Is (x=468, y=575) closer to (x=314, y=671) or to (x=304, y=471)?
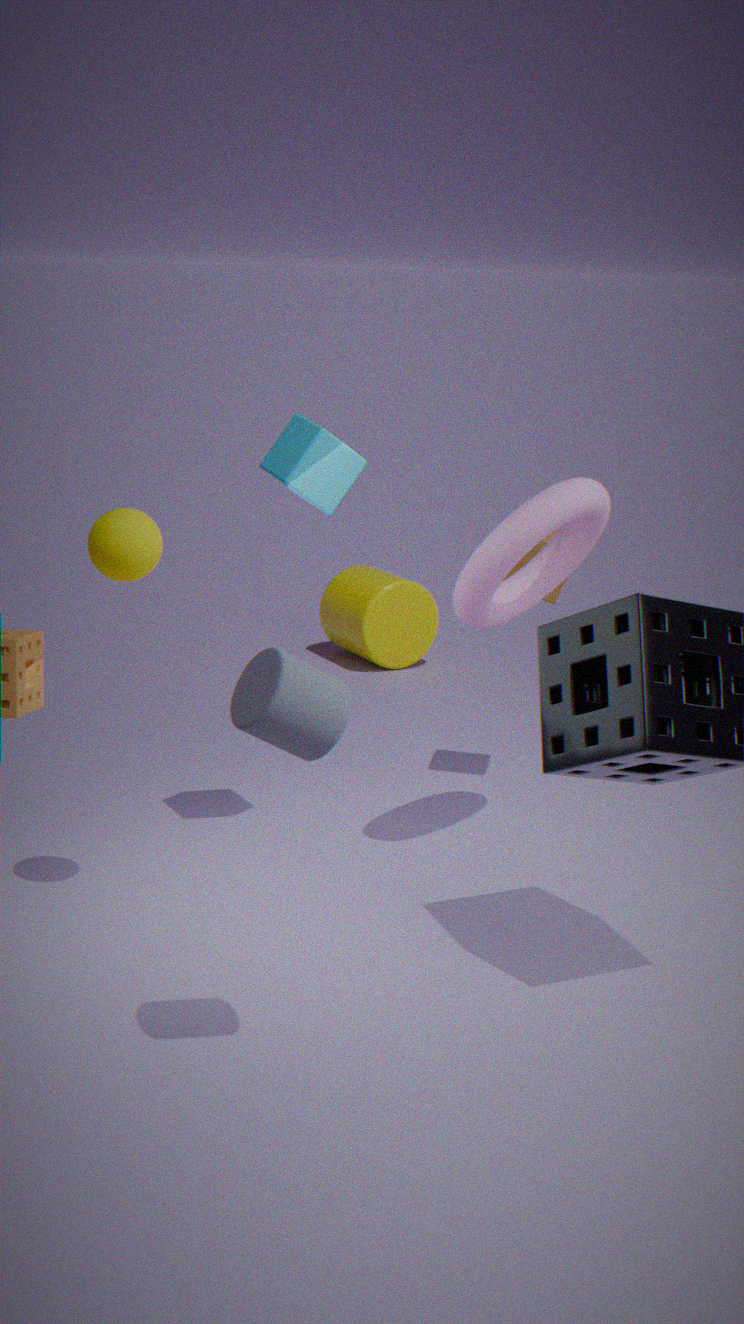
(x=304, y=471)
